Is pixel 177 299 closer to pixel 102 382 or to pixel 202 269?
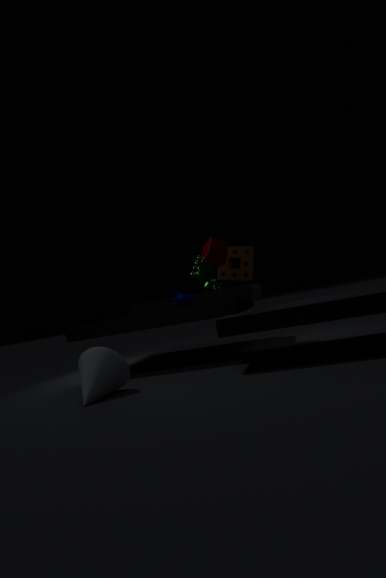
pixel 202 269
